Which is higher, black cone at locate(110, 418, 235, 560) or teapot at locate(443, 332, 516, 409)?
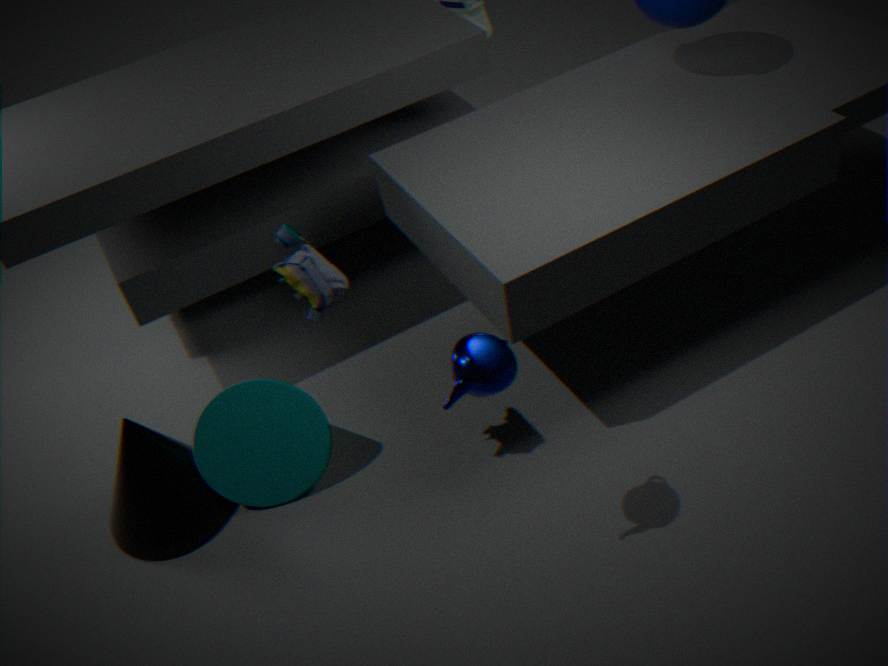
teapot at locate(443, 332, 516, 409)
